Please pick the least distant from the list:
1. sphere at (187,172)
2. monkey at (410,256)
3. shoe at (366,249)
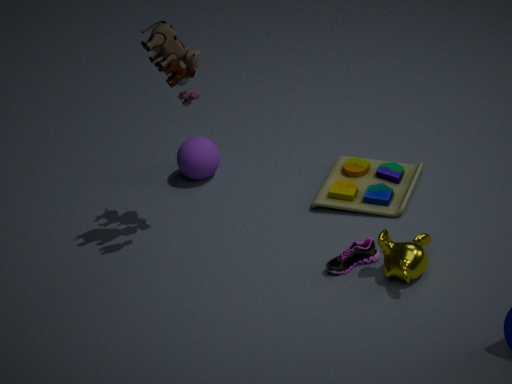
monkey at (410,256)
